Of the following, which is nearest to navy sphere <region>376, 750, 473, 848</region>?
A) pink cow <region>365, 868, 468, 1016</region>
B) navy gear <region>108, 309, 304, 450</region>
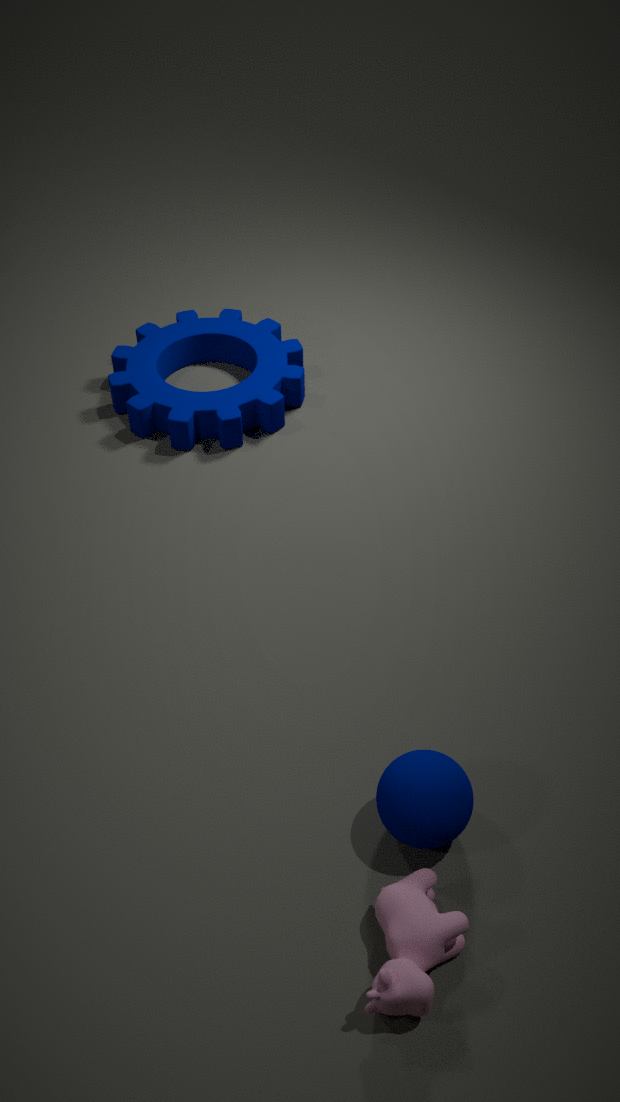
pink cow <region>365, 868, 468, 1016</region>
